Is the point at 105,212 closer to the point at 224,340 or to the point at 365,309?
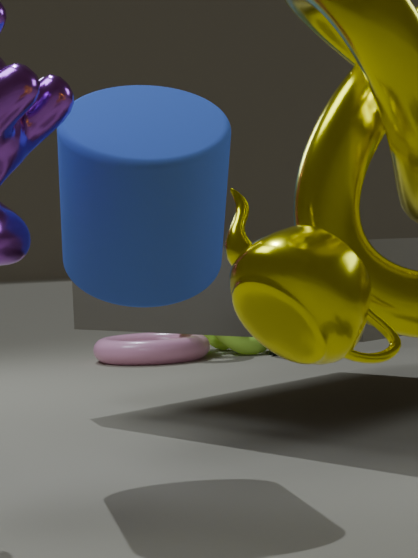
the point at 365,309
